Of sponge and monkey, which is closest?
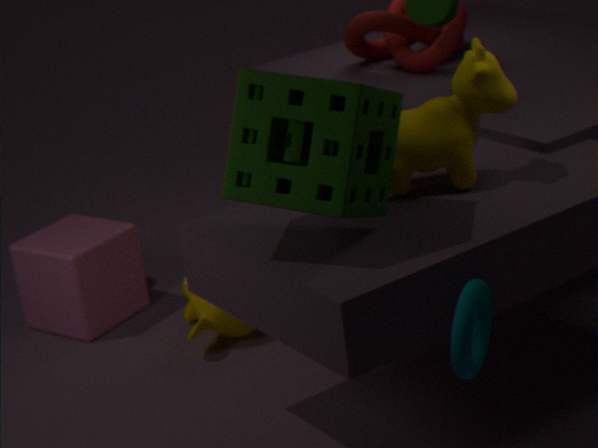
sponge
